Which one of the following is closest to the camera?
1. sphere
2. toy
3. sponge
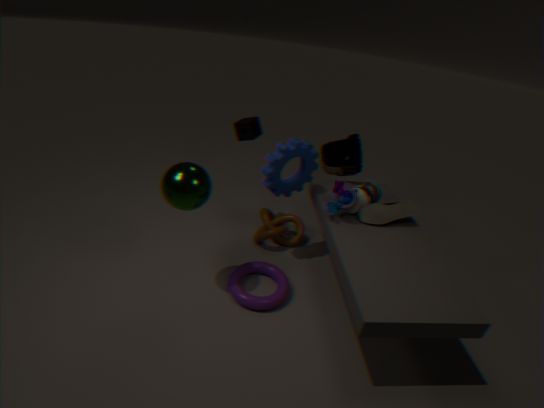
sphere
